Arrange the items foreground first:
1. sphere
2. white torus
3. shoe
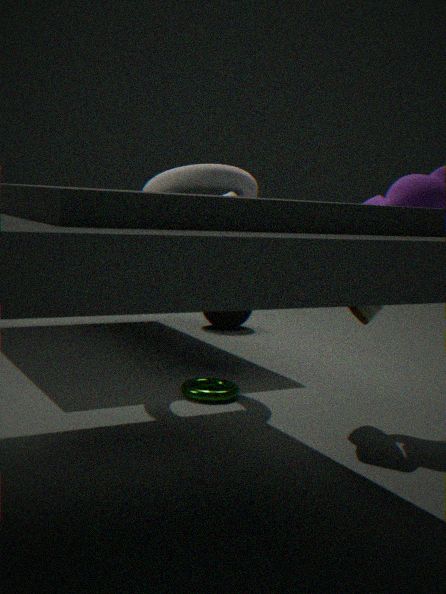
shoe < white torus < sphere
